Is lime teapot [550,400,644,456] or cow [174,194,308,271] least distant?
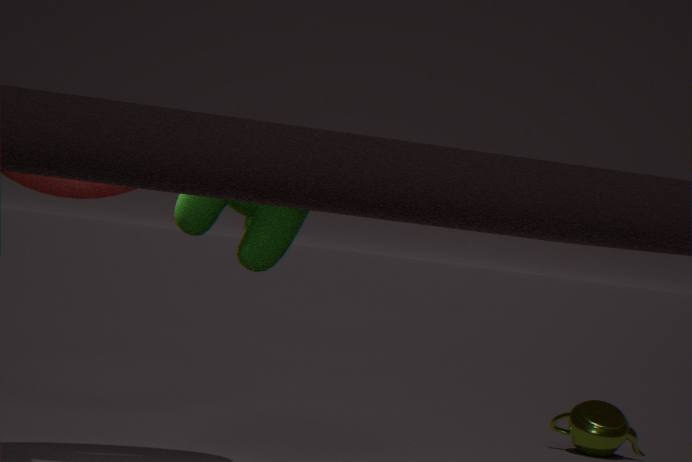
cow [174,194,308,271]
